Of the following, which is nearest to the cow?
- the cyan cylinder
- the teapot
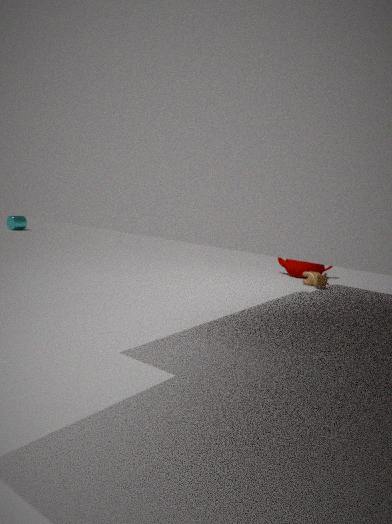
the teapot
